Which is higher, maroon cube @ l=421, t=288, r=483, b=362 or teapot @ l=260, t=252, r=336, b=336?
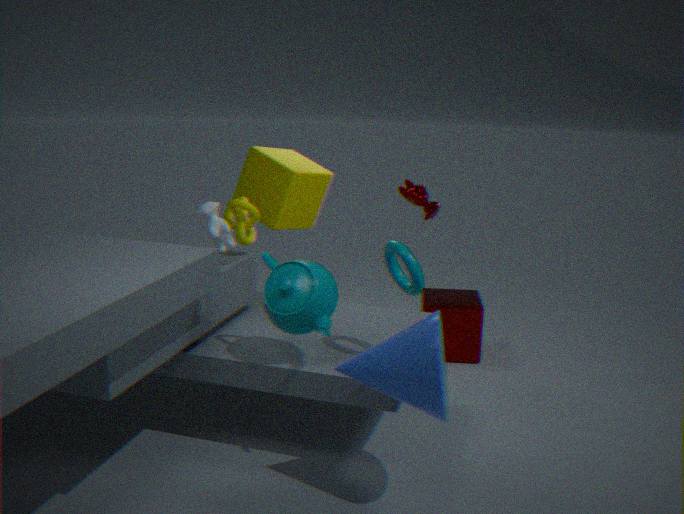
teapot @ l=260, t=252, r=336, b=336
